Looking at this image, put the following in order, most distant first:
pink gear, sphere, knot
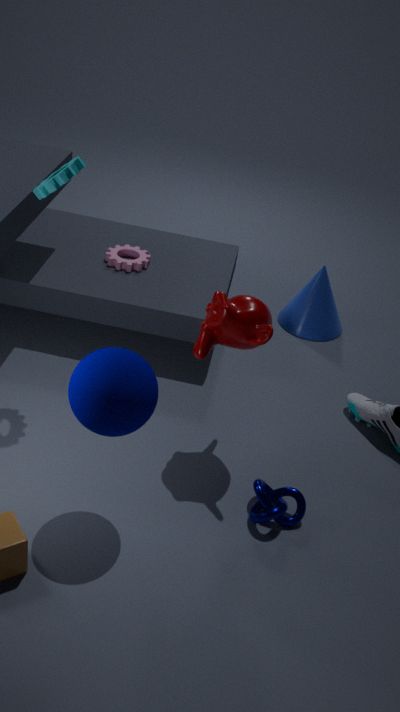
pink gear, knot, sphere
